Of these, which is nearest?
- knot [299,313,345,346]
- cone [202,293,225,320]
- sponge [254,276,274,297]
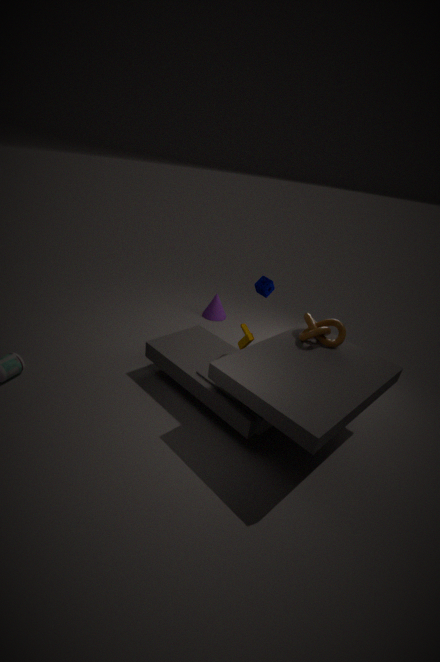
knot [299,313,345,346]
